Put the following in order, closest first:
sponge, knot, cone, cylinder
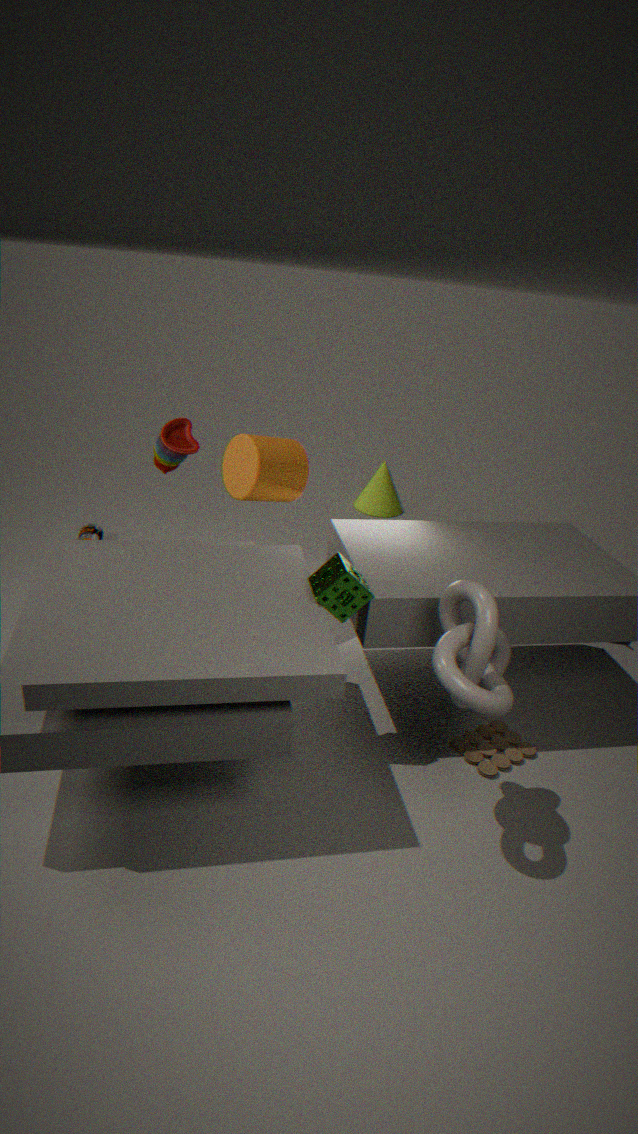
1. knot
2. sponge
3. cylinder
4. cone
